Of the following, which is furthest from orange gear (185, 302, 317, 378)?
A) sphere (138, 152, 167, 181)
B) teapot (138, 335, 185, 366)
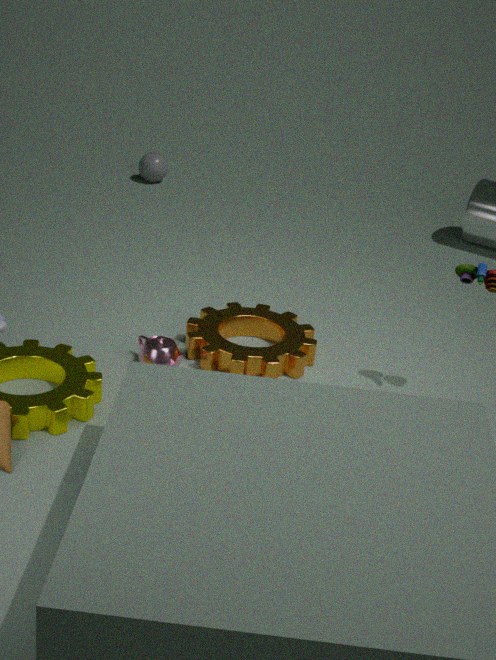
sphere (138, 152, 167, 181)
